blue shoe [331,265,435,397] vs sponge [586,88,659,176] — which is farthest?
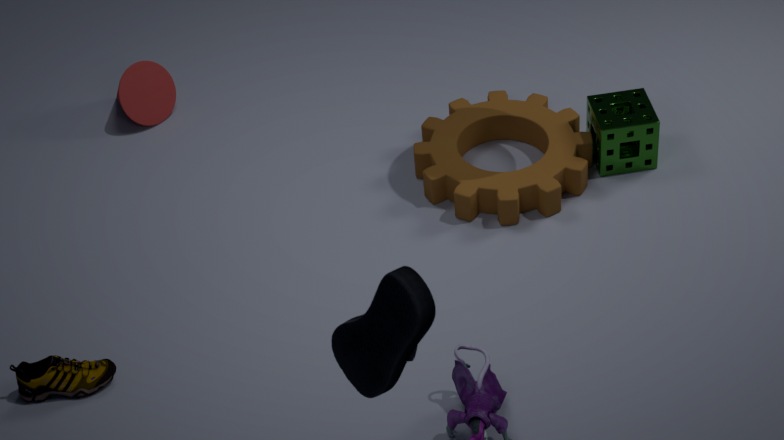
sponge [586,88,659,176]
